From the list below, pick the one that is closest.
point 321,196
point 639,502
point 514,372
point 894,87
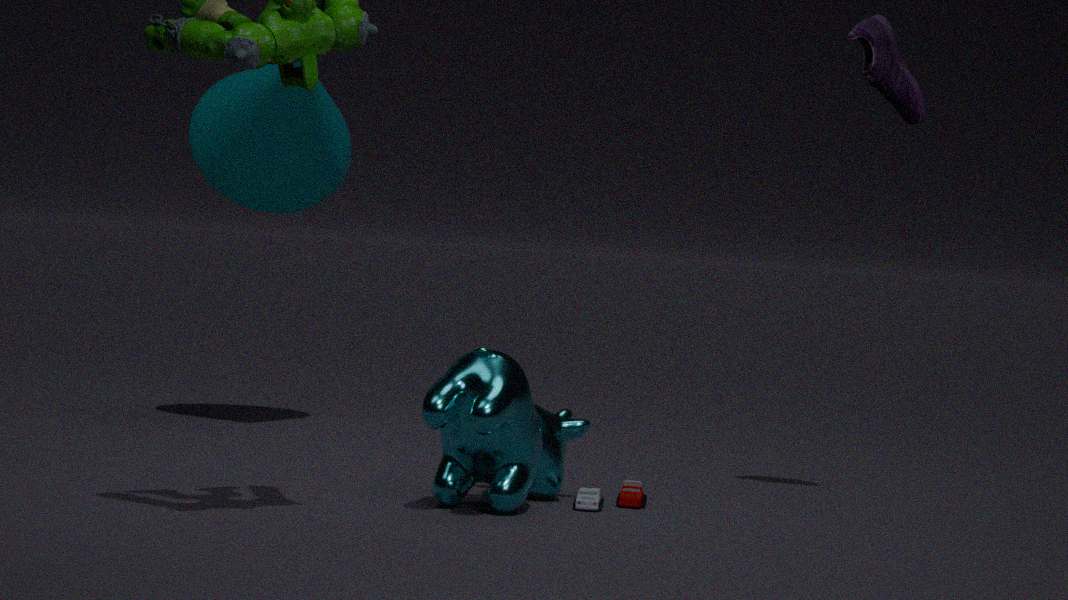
point 514,372
